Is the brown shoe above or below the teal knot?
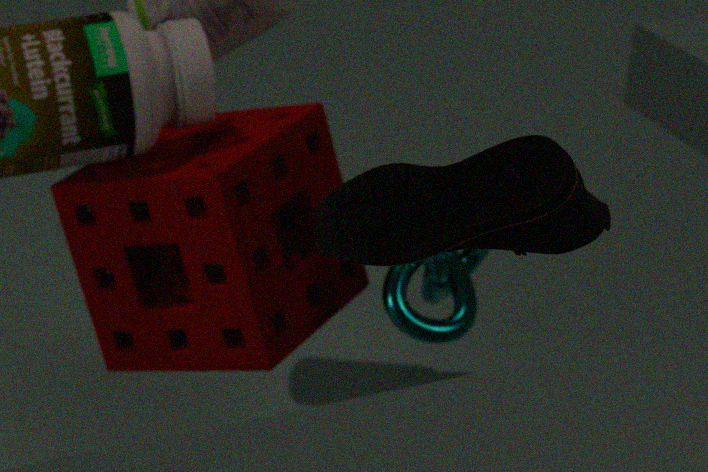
above
